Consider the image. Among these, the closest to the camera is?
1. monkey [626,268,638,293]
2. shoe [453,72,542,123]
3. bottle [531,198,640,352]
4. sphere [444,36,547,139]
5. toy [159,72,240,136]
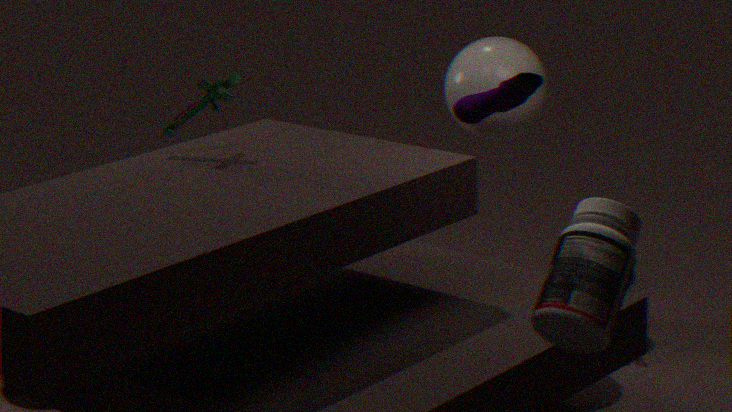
bottle [531,198,640,352]
